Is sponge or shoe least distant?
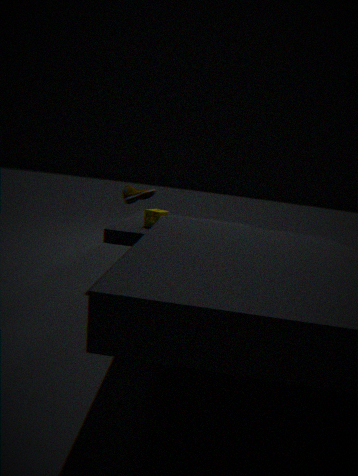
shoe
